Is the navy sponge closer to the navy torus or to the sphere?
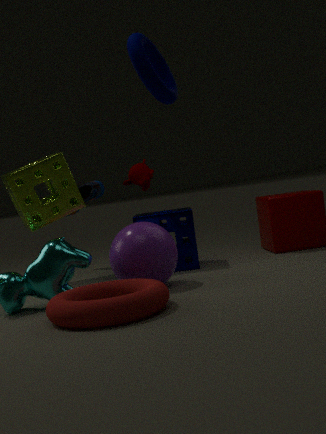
the sphere
